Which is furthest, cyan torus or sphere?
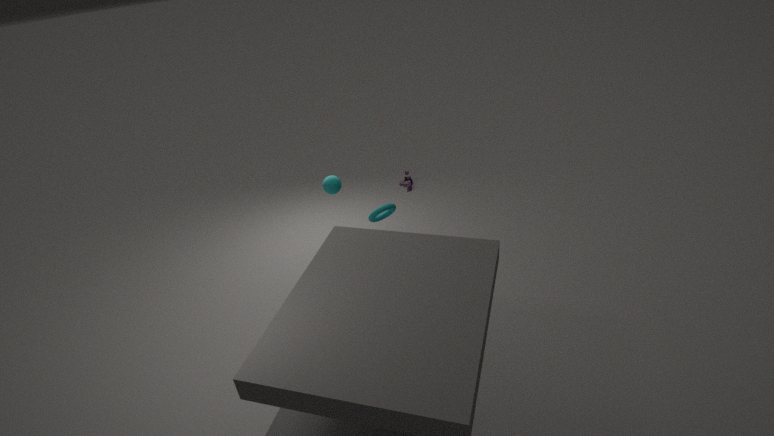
sphere
